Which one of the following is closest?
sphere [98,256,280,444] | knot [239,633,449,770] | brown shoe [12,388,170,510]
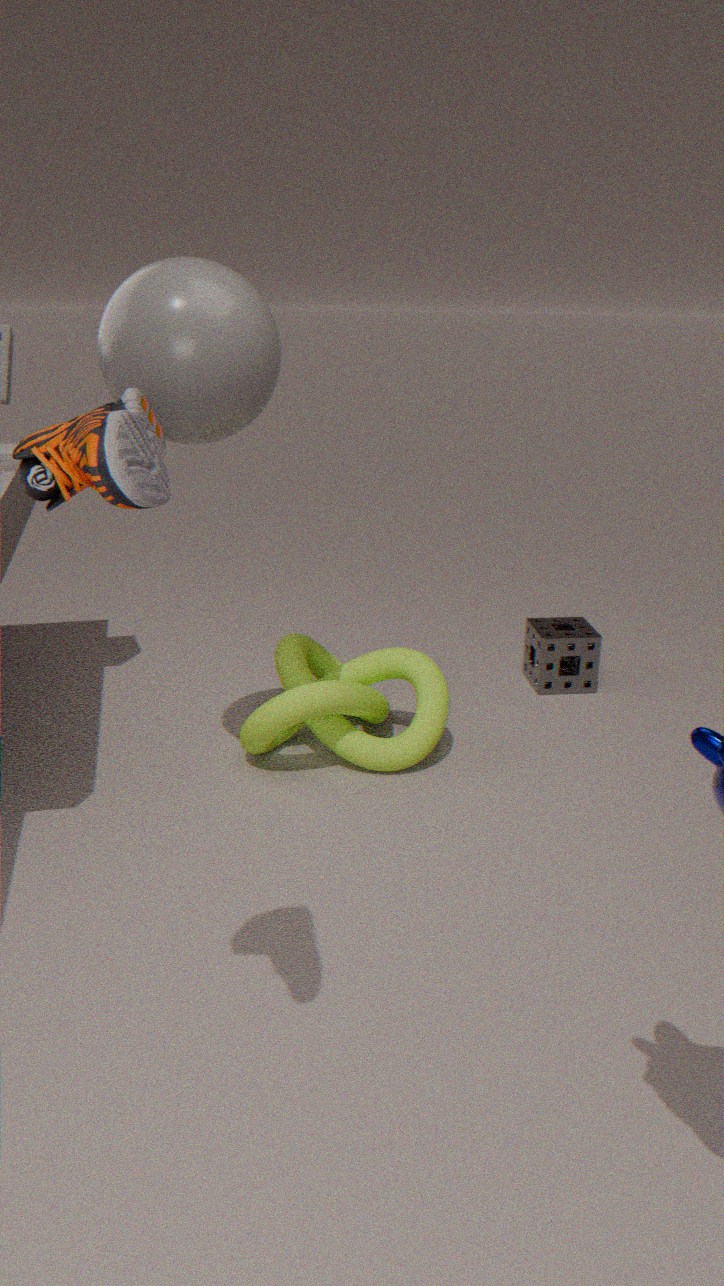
brown shoe [12,388,170,510]
